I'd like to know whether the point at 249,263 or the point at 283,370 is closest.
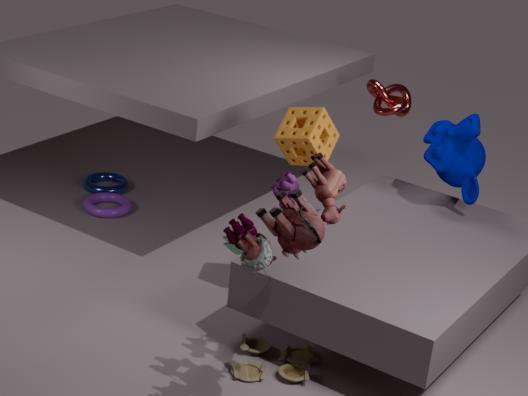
the point at 249,263
